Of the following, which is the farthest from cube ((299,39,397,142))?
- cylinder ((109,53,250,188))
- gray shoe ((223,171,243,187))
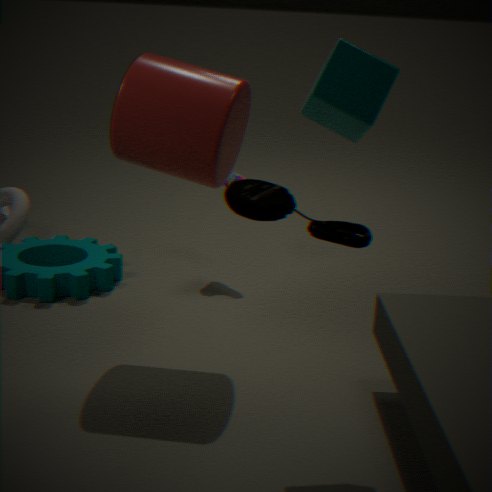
gray shoe ((223,171,243,187))
